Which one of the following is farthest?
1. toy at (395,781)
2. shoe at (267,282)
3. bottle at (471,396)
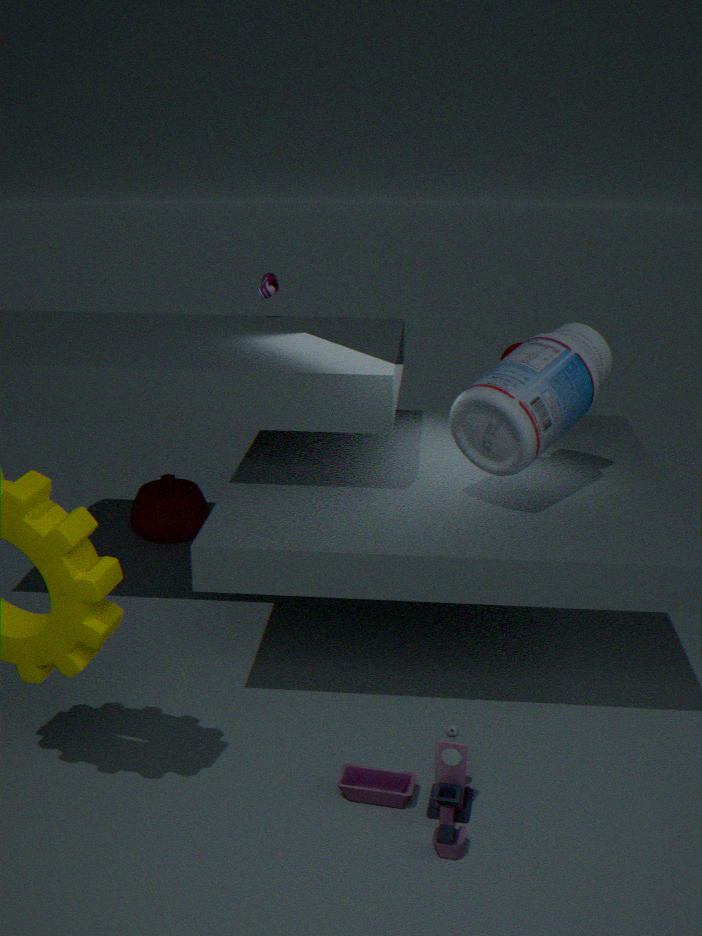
shoe at (267,282)
